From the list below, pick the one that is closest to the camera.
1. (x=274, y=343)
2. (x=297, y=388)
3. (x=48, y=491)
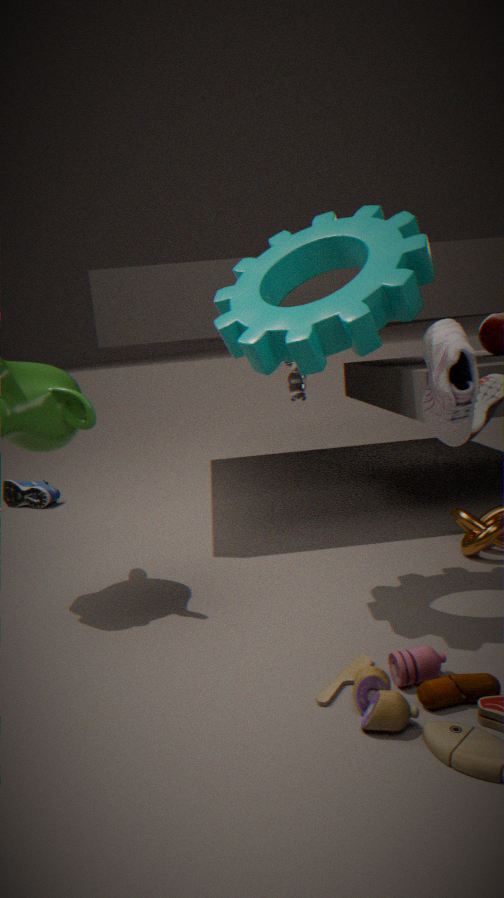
(x=274, y=343)
